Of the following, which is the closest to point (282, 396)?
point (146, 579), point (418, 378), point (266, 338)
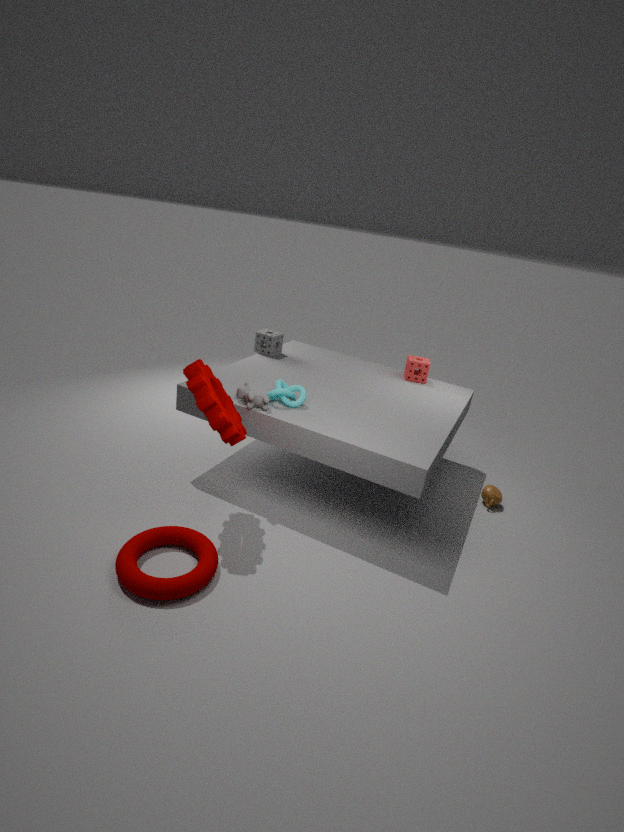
point (266, 338)
